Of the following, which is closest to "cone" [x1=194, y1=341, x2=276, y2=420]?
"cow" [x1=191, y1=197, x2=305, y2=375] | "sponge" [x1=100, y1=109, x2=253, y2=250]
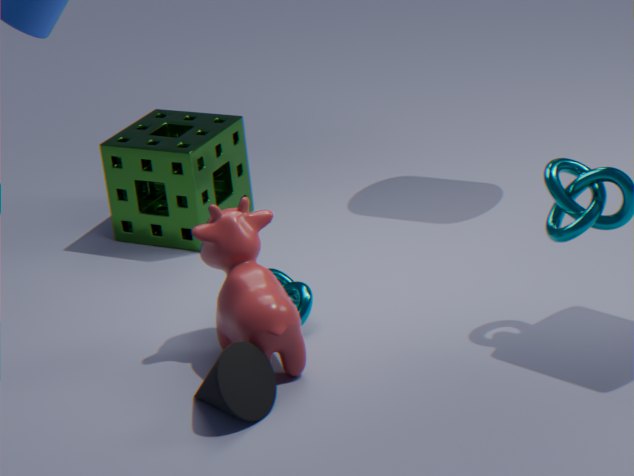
"cow" [x1=191, y1=197, x2=305, y2=375]
